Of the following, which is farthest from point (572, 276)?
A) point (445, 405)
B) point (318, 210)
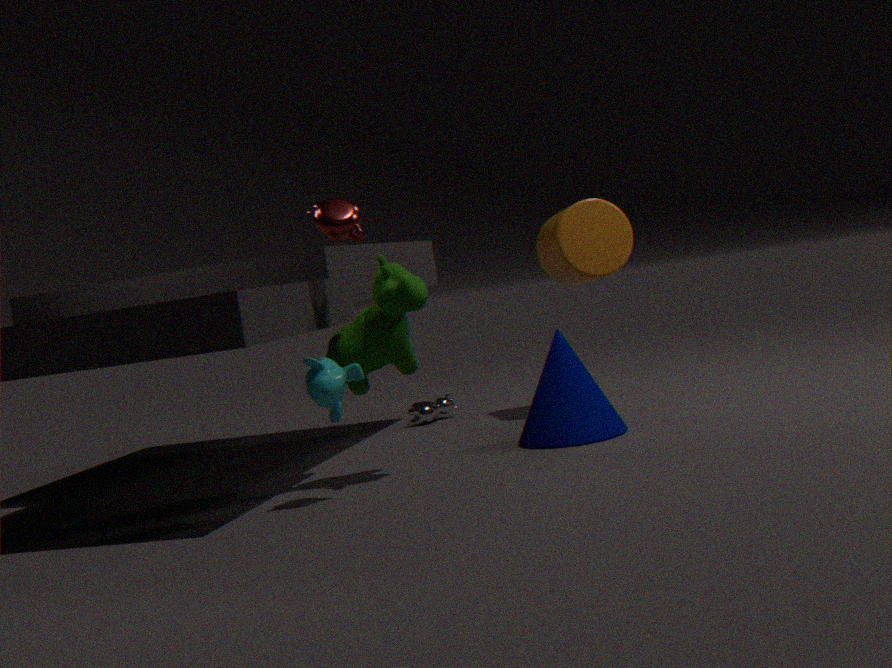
point (318, 210)
